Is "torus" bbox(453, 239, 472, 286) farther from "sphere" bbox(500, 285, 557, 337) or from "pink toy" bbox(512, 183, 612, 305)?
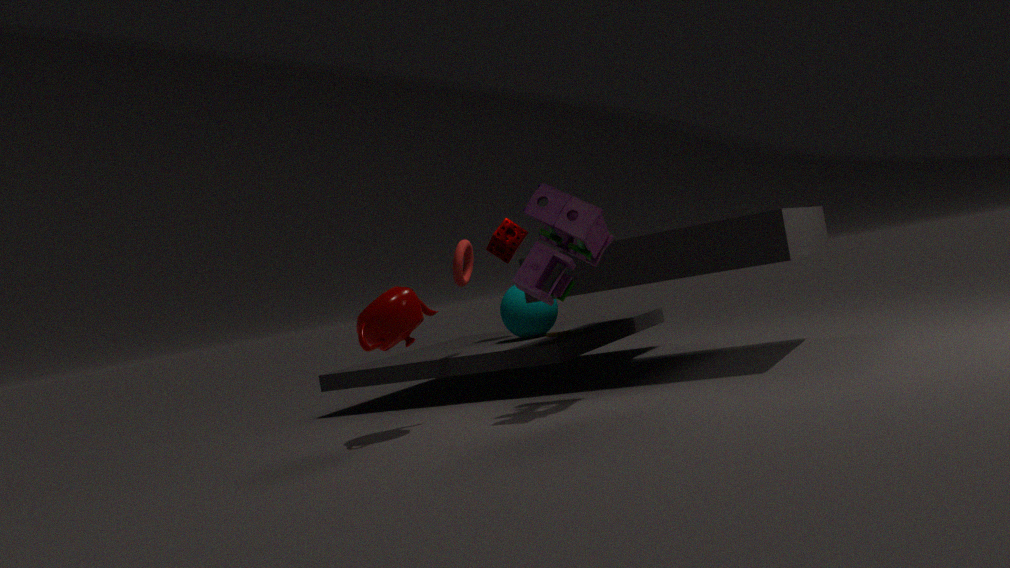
"pink toy" bbox(512, 183, 612, 305)
